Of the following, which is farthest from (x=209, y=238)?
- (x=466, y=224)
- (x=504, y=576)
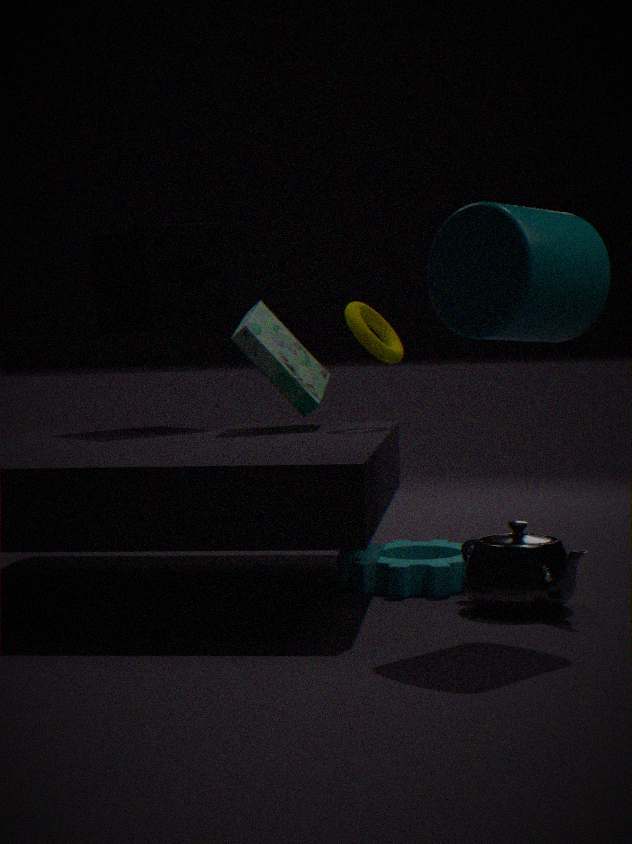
(x=504, y=576)
